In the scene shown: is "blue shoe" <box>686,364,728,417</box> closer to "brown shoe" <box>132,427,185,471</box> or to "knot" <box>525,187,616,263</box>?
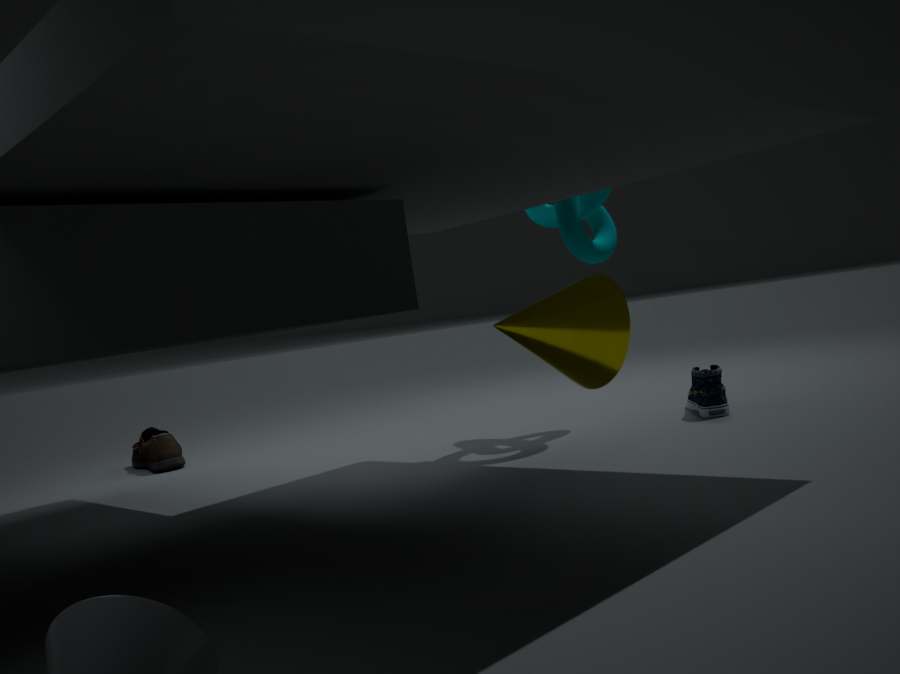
→ "knot" <box>525,187,616,263</box>
